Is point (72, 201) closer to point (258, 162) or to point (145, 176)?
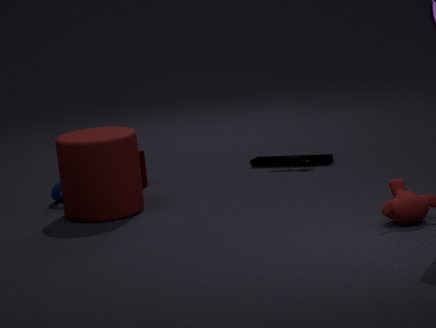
point (145, 176)
